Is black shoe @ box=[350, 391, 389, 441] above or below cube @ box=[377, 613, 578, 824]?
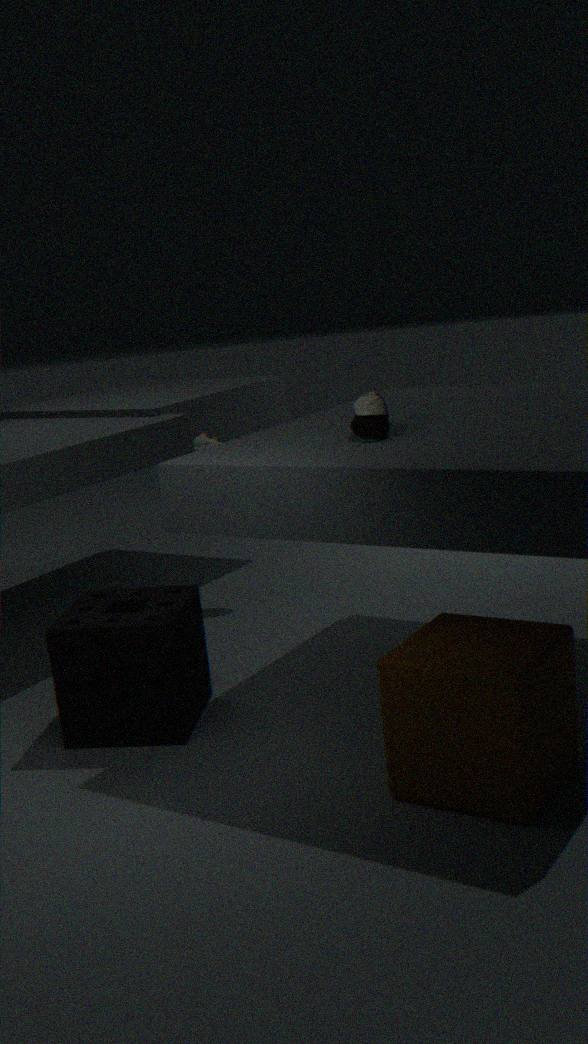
above
